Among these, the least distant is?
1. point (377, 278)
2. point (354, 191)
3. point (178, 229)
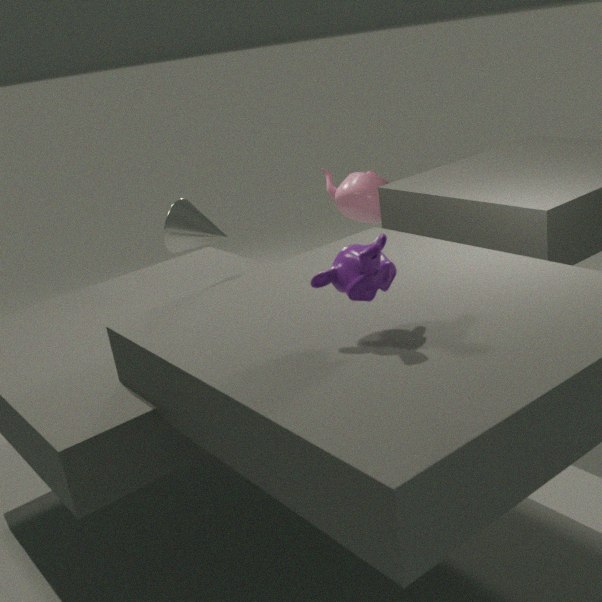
point (377, 278)
